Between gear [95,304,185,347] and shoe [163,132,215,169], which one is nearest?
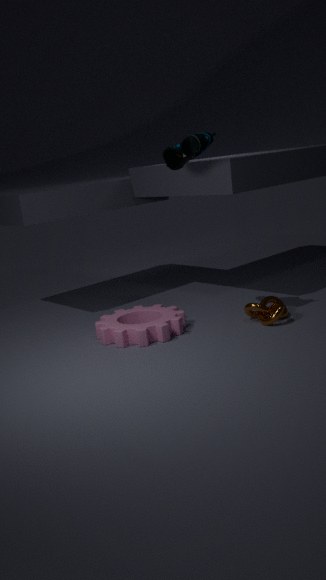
gear [95,304,185,347]
